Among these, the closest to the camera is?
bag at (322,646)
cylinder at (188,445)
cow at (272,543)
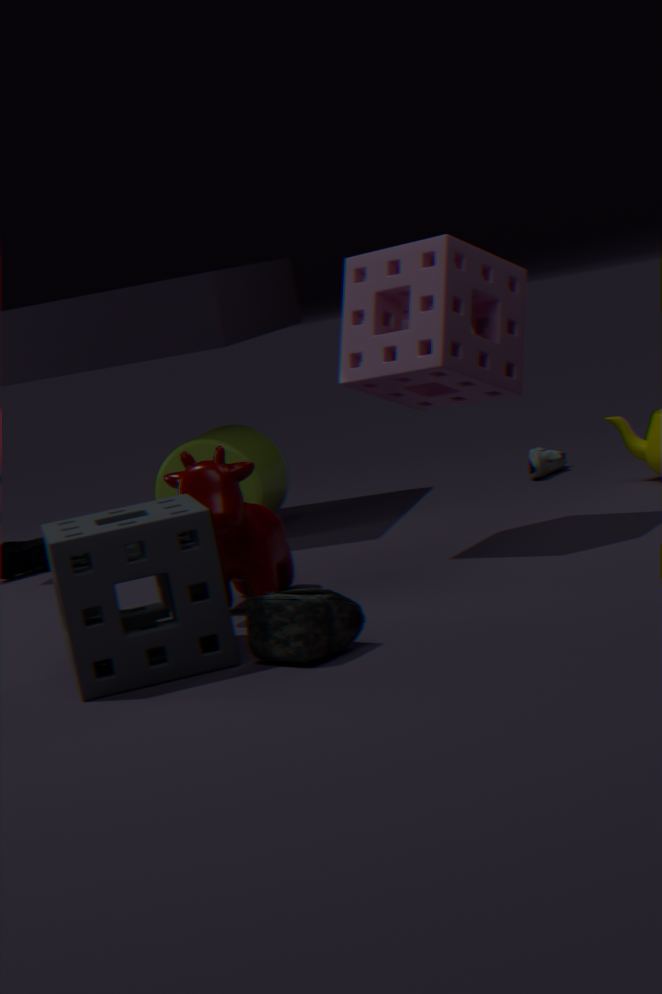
bag at (322,646)
